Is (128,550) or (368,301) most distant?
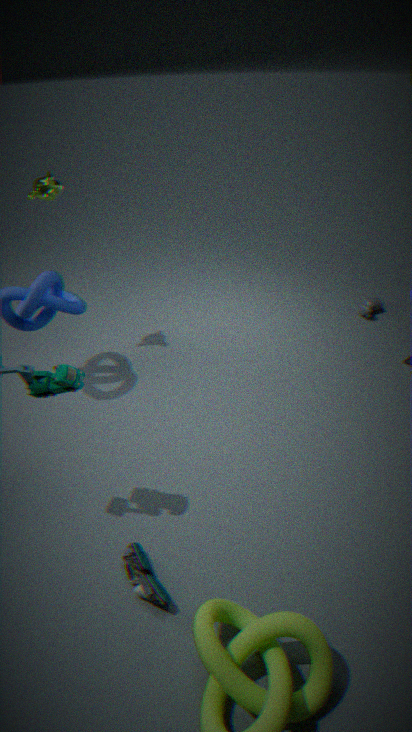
(368,301)
